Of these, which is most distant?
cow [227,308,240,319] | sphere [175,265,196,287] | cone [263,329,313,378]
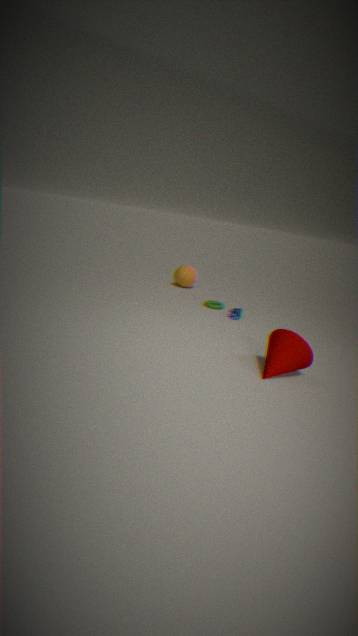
sphere [175,265,196,287]
